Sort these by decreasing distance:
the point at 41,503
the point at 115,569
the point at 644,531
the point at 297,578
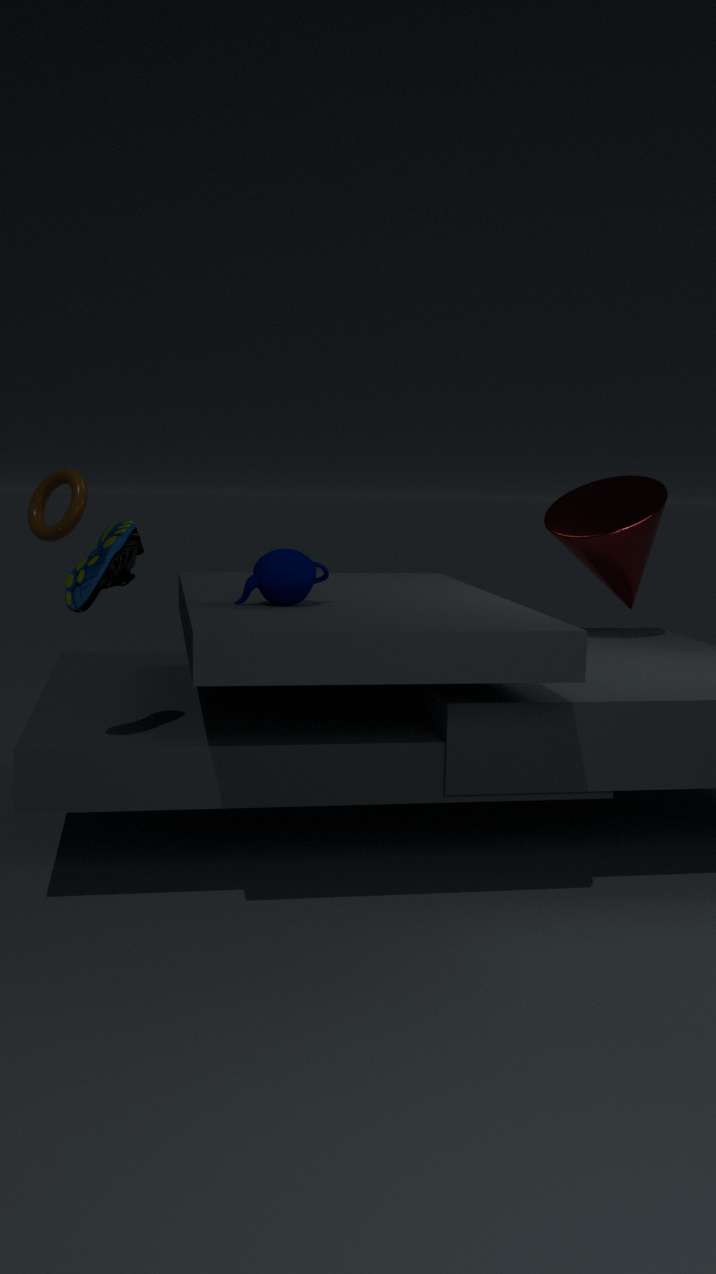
the point at 41,503
the point at 644,531
the point at 297,578
the point at 115,569
